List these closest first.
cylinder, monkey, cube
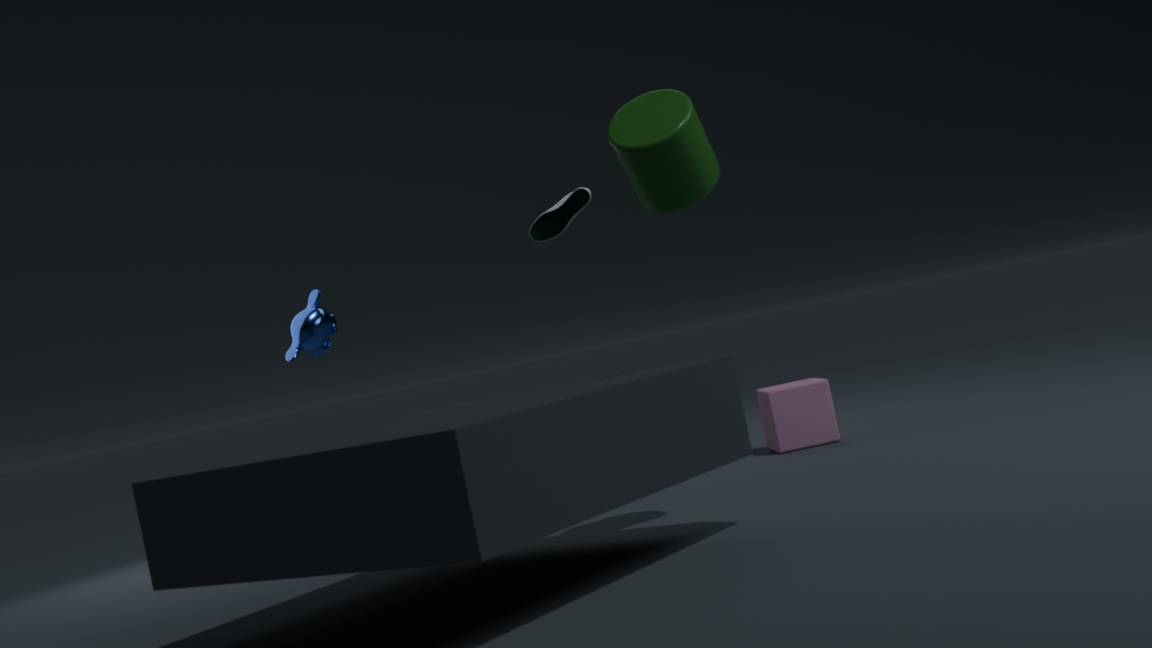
1. cylinder
2. cube
3. monkey
